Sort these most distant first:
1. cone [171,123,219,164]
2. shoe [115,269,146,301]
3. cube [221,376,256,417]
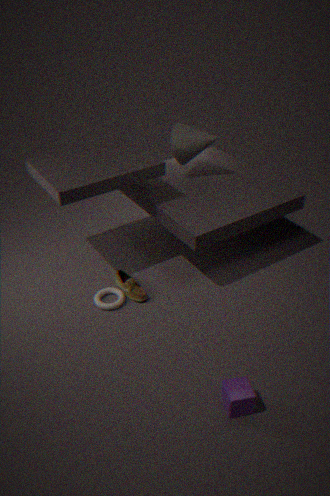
cone [171,123,219,164]
shoe [115,269,146,301]
cube [221,376,256,417]
